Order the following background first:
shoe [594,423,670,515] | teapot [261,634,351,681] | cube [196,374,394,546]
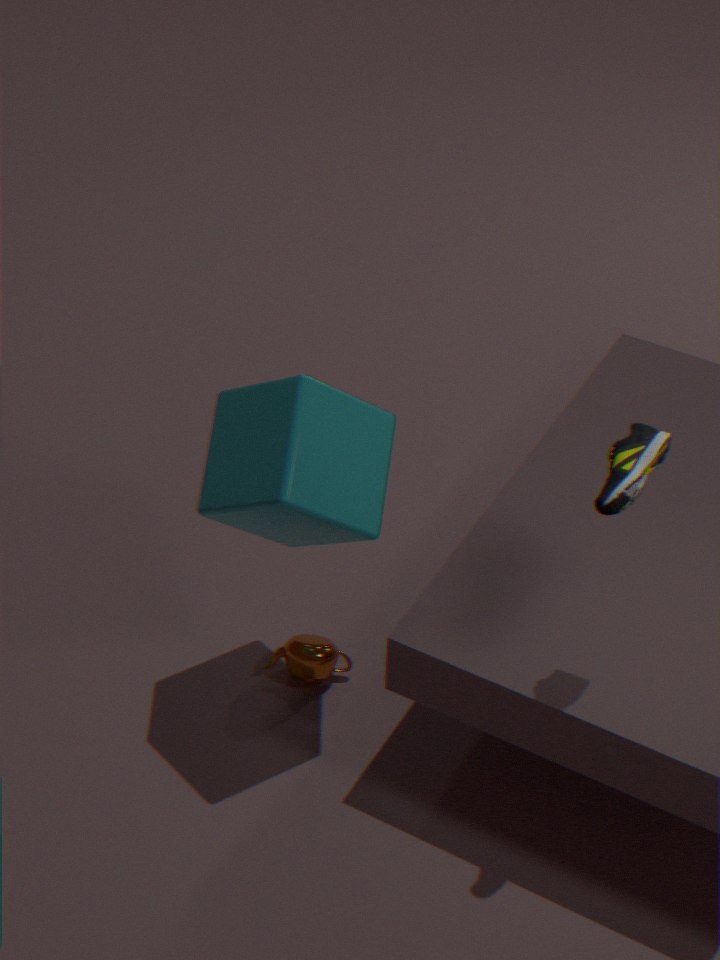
teapot [261,634,351,681] < cube [196,374,394,546] < shoe [594,423,670,515]
